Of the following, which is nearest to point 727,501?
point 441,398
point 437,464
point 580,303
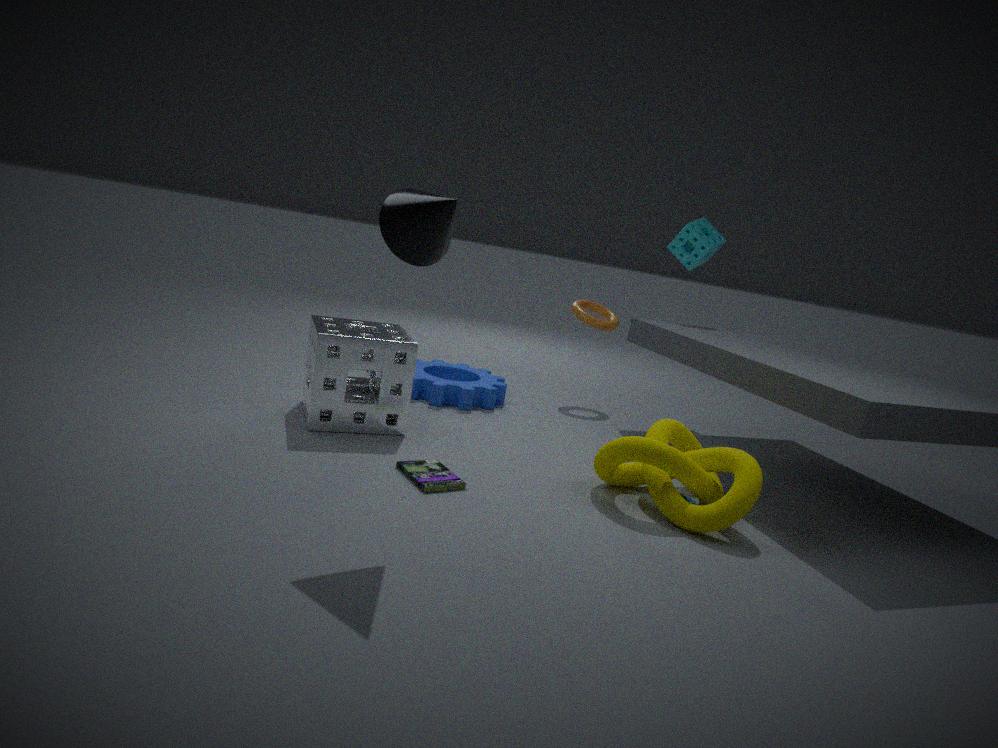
point 437,464
